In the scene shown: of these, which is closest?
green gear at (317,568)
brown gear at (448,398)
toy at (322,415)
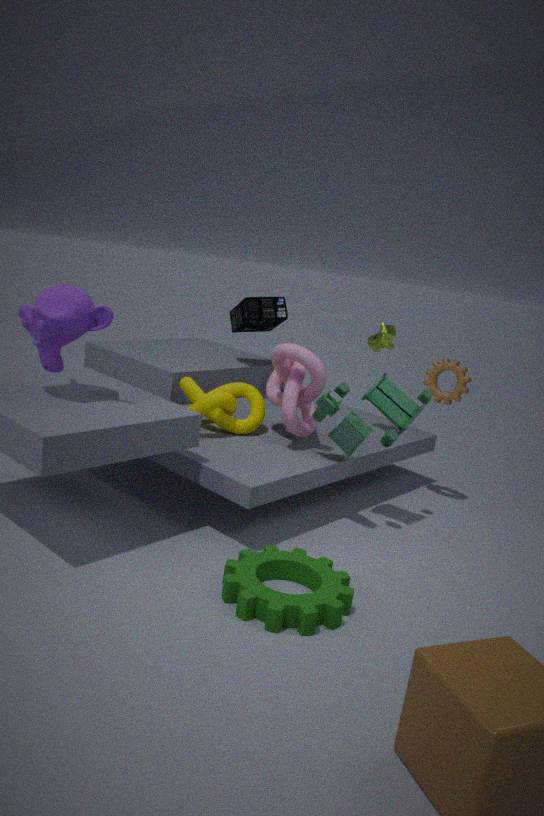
green gear at (317,568)
